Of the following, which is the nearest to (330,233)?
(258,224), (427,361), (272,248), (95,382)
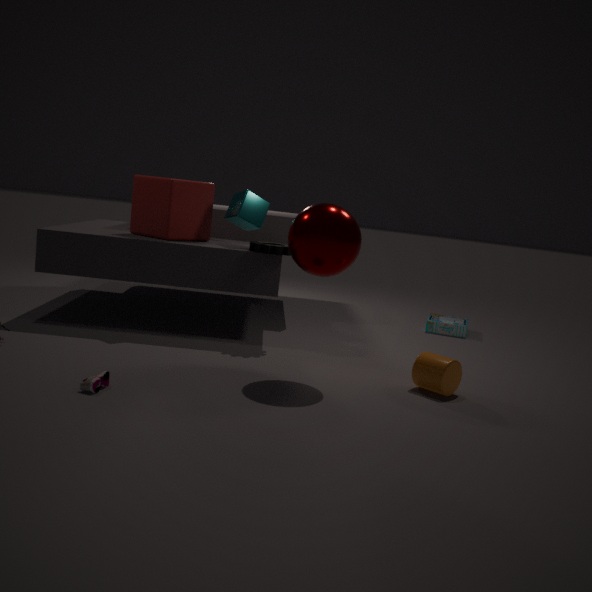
(272,248)
